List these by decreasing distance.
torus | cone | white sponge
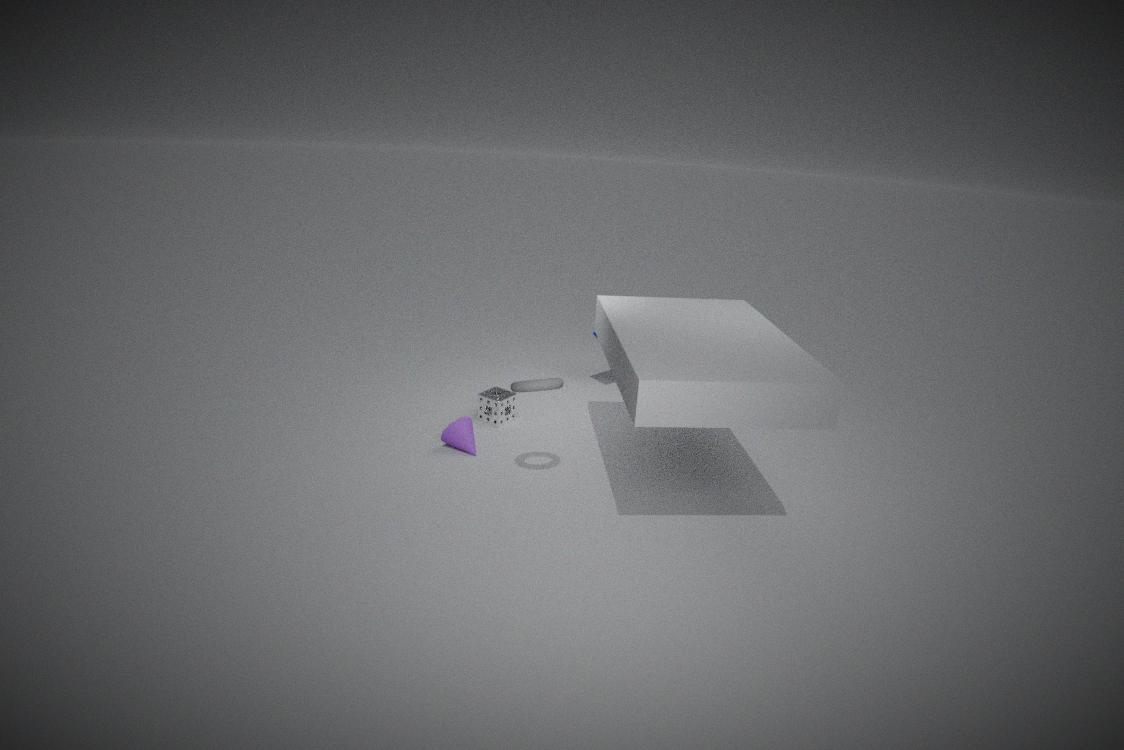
white sponge < cone < torus
